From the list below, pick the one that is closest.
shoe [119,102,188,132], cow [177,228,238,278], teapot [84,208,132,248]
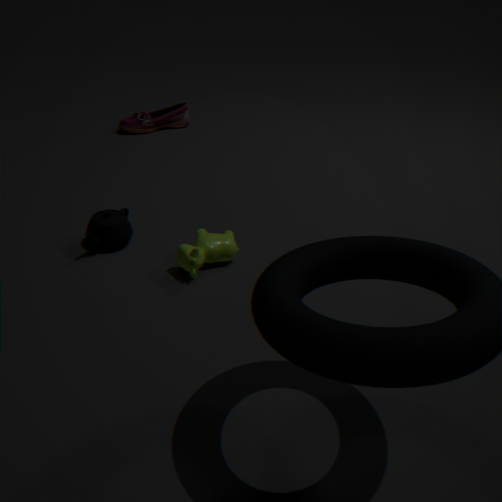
cow [177,228,238,278]
